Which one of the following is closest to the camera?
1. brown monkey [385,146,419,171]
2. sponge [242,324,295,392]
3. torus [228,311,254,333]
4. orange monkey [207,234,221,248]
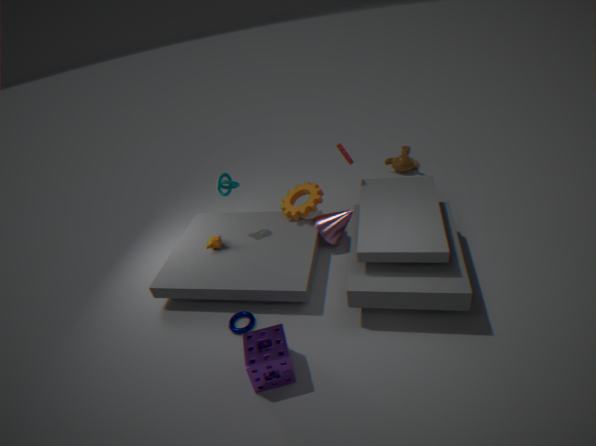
sponge [242,324,295,392]
